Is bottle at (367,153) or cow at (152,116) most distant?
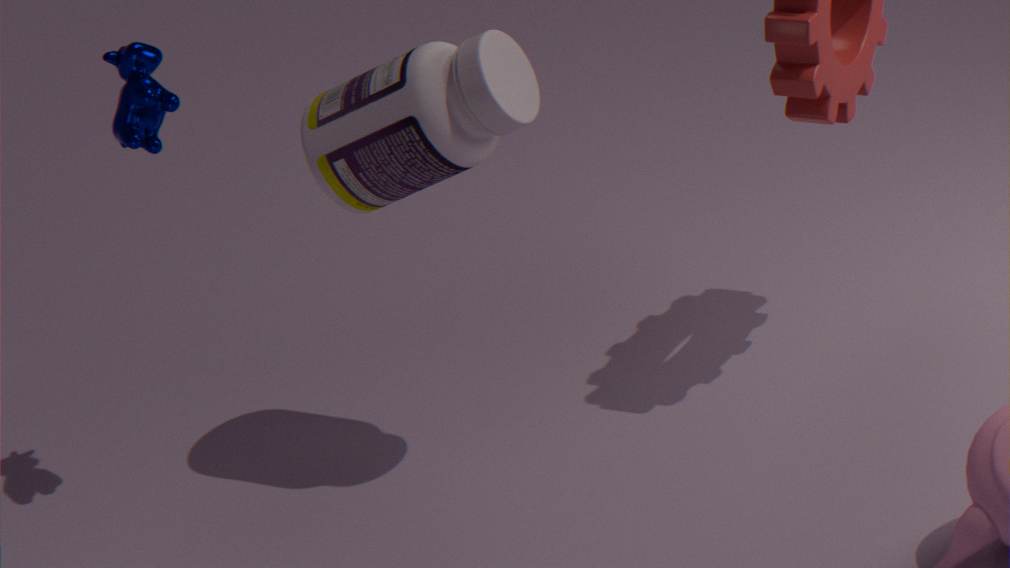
cow at (152,116)
